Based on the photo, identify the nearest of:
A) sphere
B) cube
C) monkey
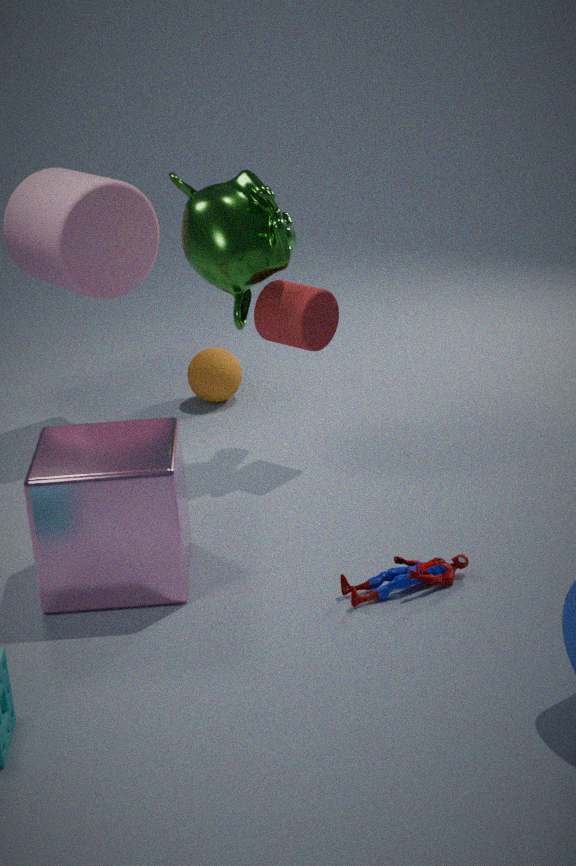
cube
